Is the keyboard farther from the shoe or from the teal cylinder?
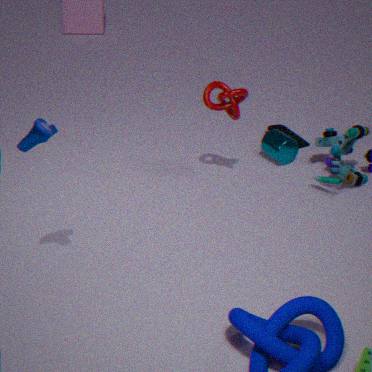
the shoe
